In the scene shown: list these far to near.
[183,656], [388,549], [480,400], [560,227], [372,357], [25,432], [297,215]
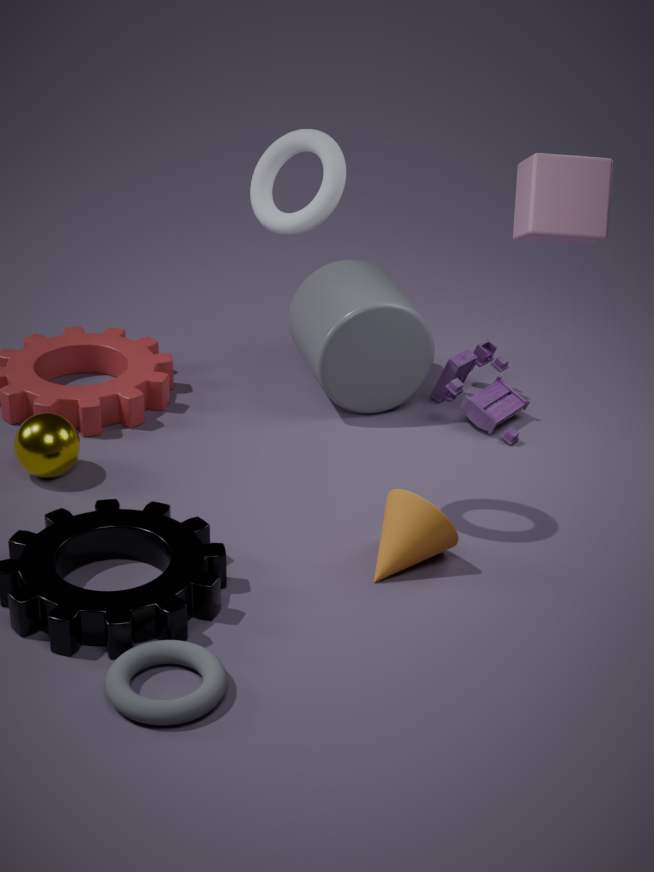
1. [480,400]
2. [372,357]
3. [25,432]
4. [388,549]
5. [297,215]
6. [183,656]
7. [560,227]
